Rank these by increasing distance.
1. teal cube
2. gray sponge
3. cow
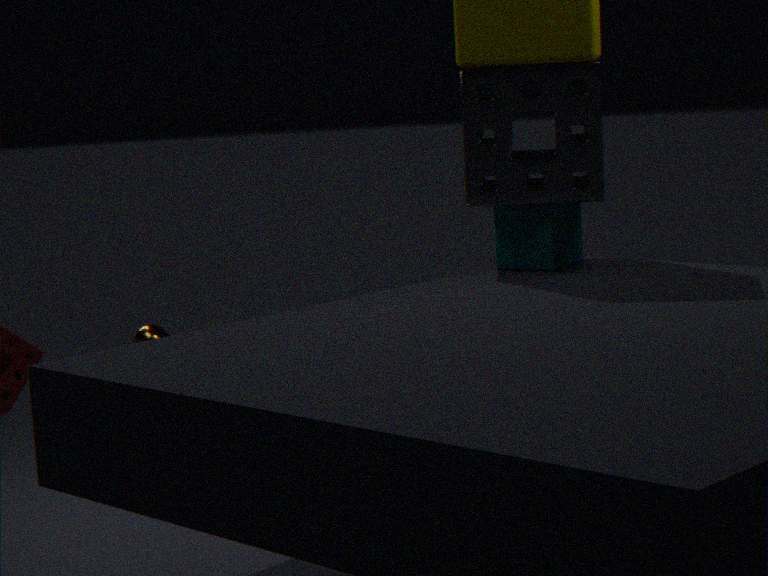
gray sponge < cow < teal cube
